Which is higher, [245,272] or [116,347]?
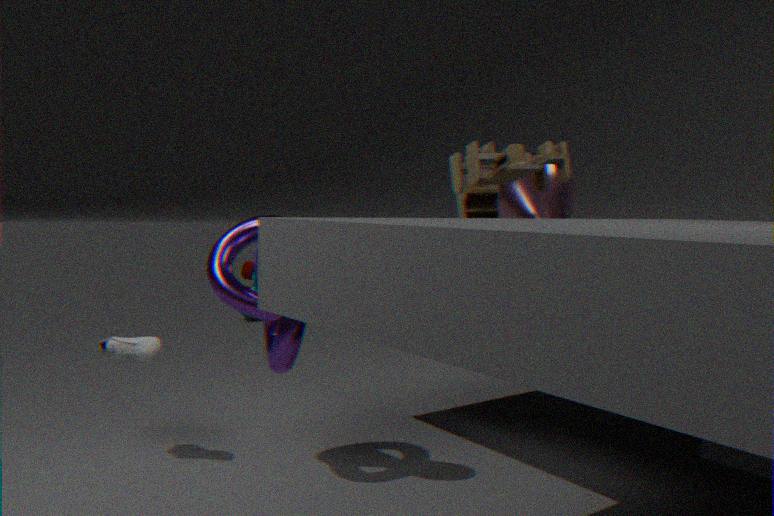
[116,347]
